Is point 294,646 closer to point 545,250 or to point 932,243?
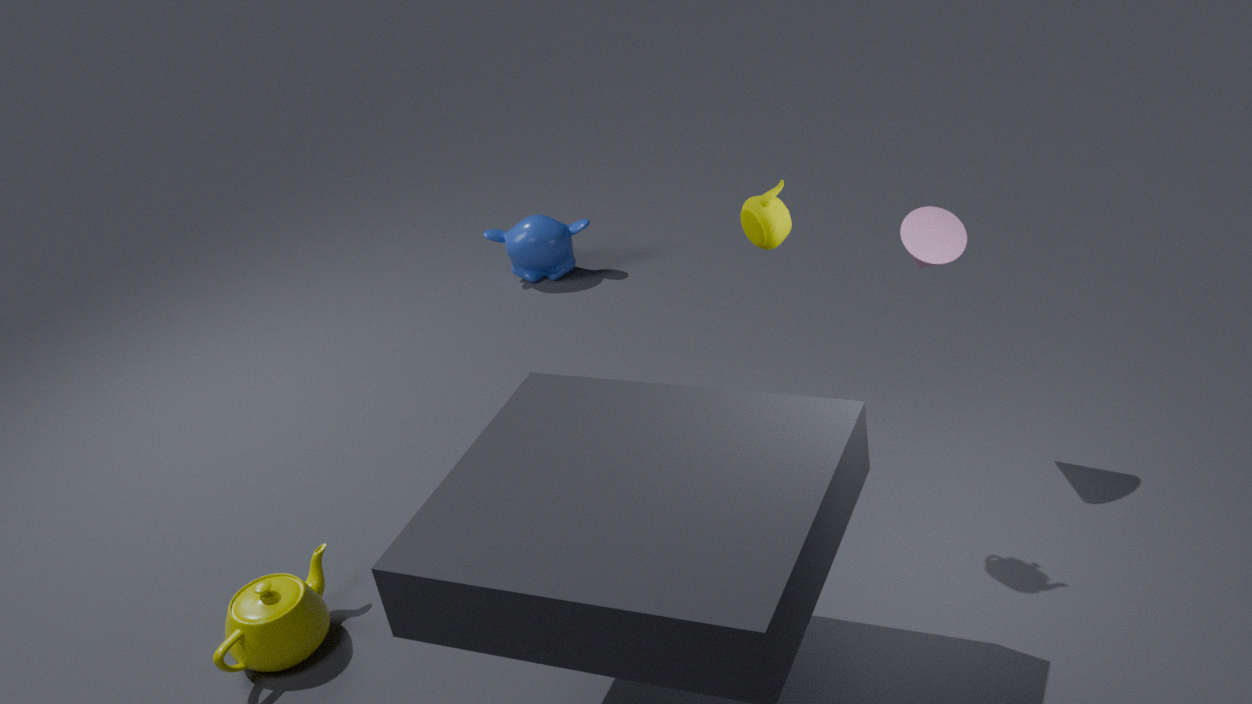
point 932,243
